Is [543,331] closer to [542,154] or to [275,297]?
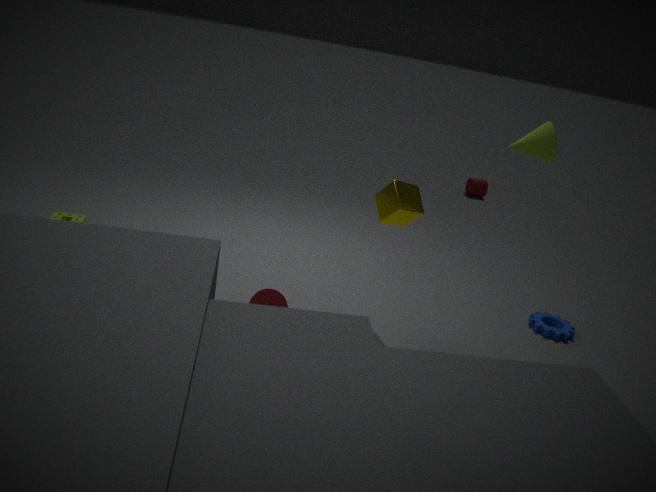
[542,154]
